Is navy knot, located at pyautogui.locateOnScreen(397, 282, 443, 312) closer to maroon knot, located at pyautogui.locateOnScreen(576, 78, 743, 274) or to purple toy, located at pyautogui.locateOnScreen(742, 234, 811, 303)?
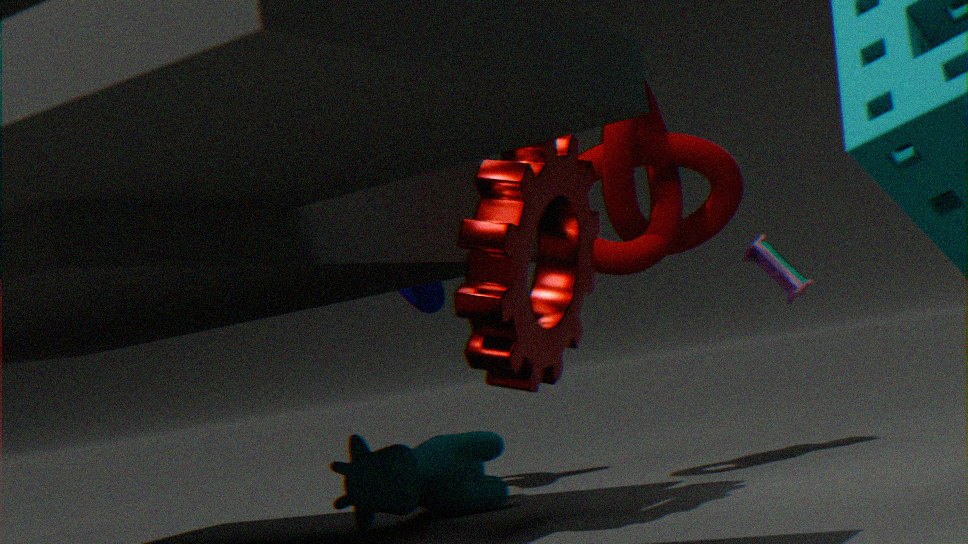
maroon knot, located at pyautogui.locateOnScreen(576, 78, 743, 274)
